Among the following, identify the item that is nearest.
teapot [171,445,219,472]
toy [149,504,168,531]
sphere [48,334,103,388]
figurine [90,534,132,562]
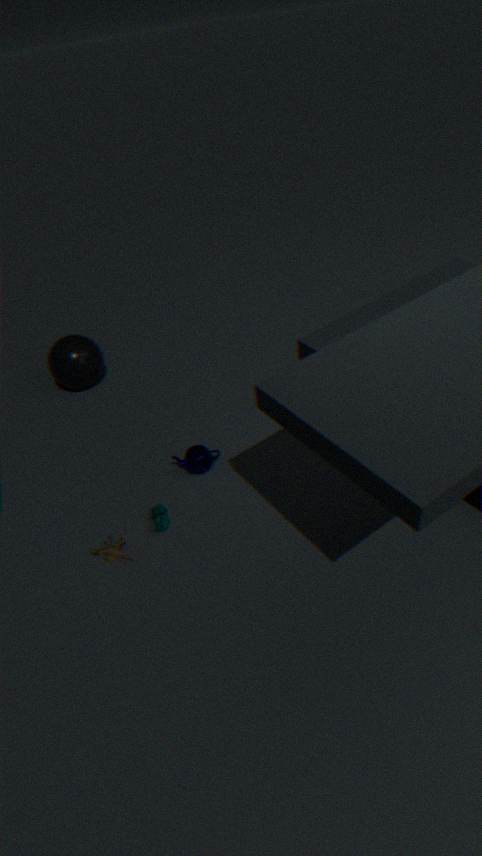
figurine [90,534,132,562]
